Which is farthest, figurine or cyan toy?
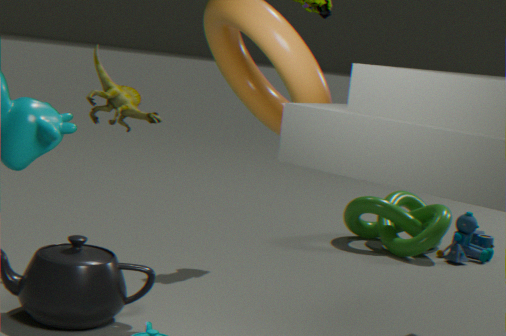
cyan toy
